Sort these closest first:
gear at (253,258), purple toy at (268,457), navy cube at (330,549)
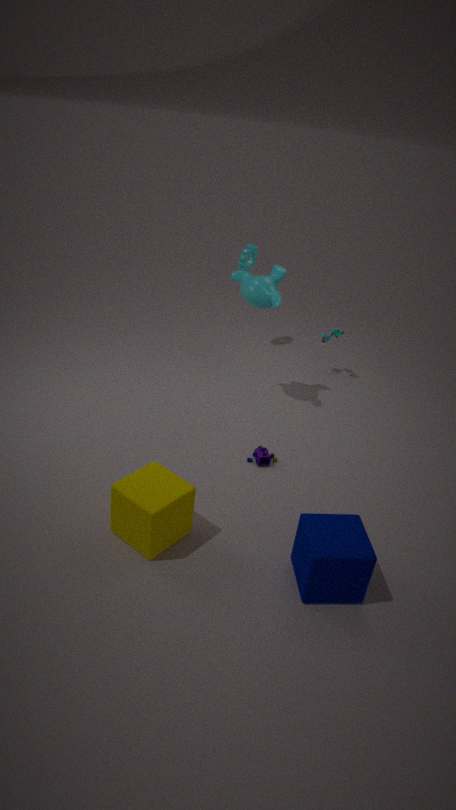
navy cube at (330,549)
purple toy at (268,457)
gear at (253,258)
